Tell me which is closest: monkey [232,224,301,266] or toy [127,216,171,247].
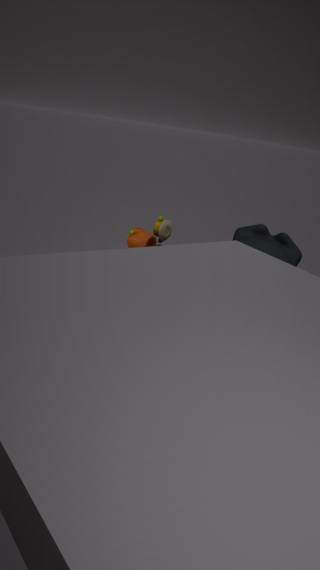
monkey [232,224,301,266]
